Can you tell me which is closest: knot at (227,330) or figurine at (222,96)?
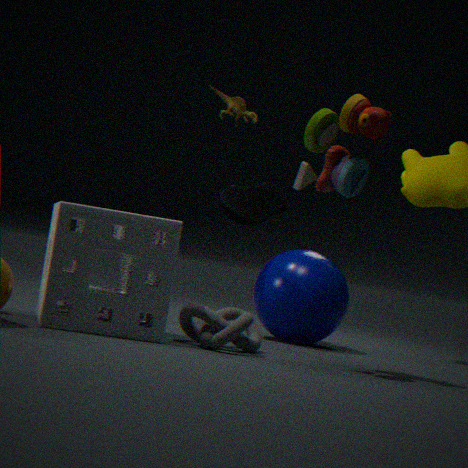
knot at (227,330)
